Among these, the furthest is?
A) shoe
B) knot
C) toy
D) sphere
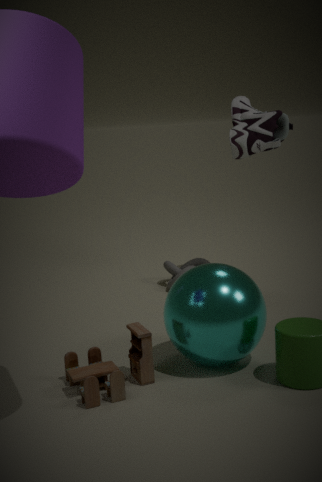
knot
